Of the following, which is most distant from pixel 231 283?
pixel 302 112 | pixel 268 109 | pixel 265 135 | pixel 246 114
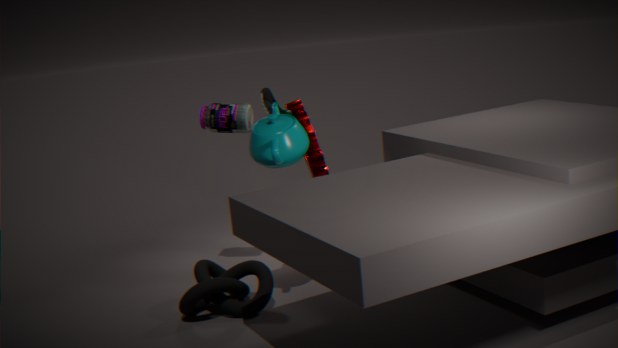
pixel 302 112
